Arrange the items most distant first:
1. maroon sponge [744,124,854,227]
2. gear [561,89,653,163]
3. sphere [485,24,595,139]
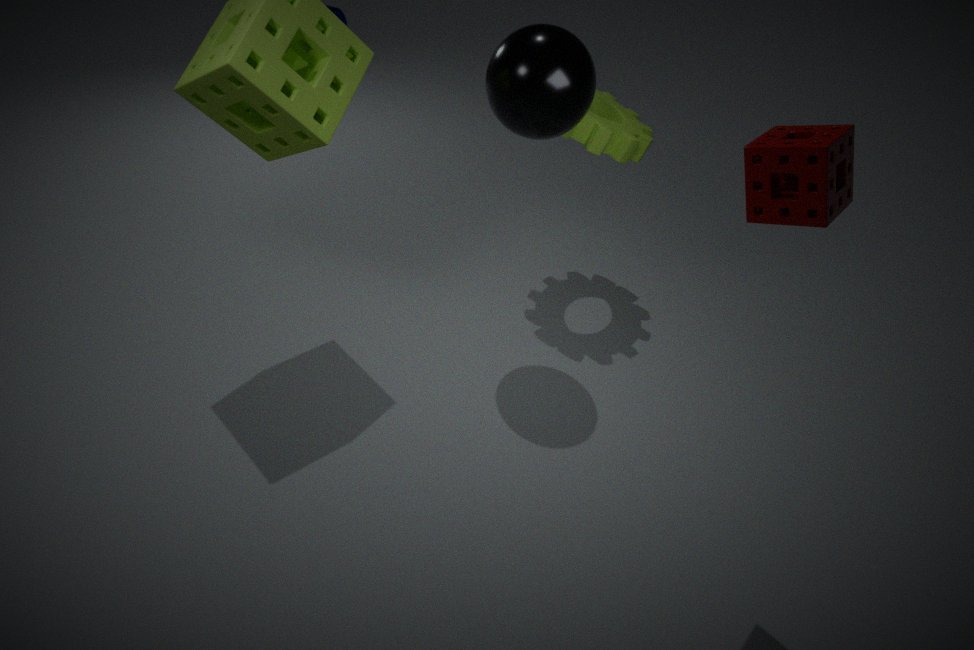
gear [561,89,653,163], sphere [485,24,595,139], maroon sponge [744,124,854,227]
